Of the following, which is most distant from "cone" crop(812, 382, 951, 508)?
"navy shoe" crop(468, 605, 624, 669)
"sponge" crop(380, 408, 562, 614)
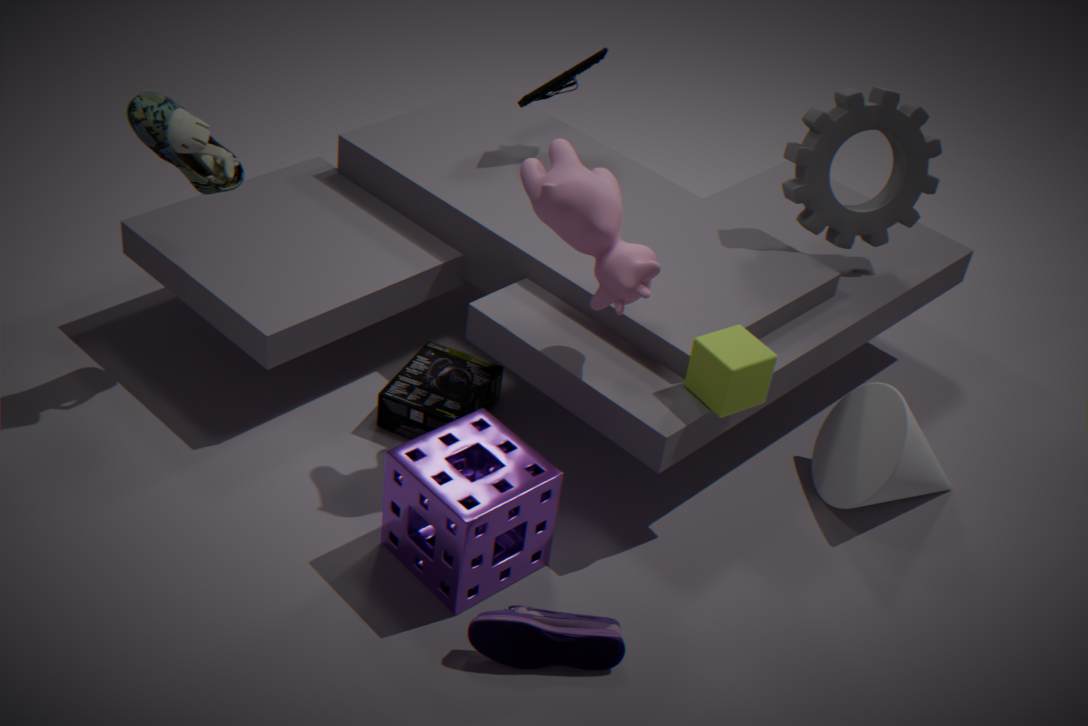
"sponge" crop(380, 408, 562, 614)
